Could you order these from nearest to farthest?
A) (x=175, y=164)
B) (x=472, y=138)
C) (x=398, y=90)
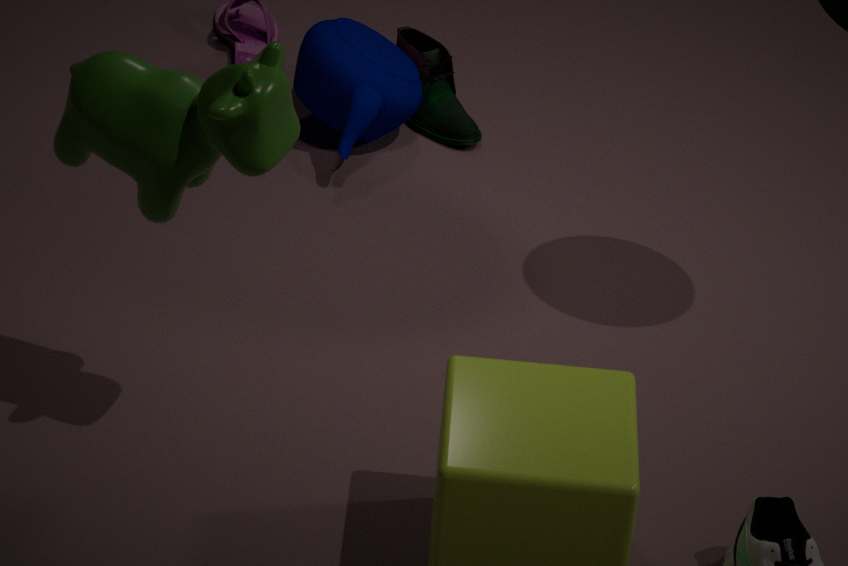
(x=175, y=164), (x=398, y=90), (x=472, y=138)
